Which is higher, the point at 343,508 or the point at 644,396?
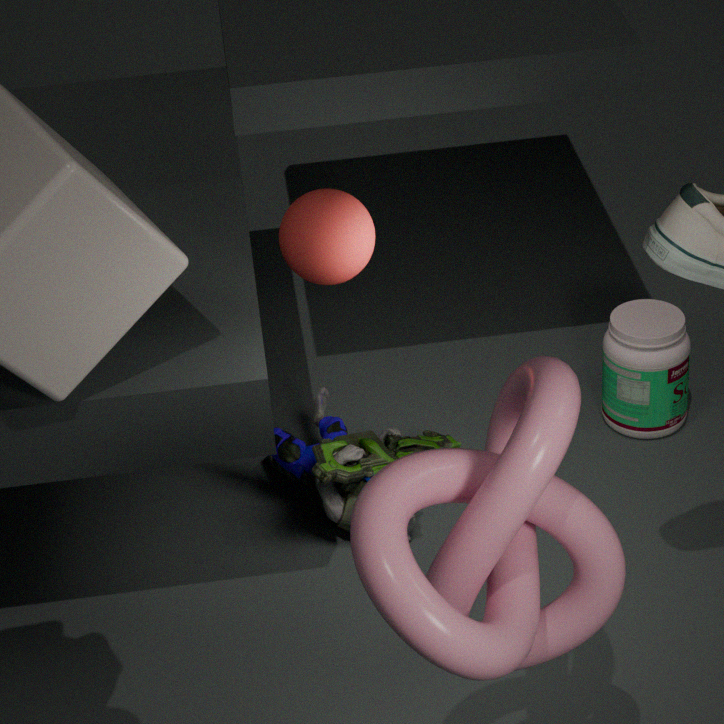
the point at 644,396
